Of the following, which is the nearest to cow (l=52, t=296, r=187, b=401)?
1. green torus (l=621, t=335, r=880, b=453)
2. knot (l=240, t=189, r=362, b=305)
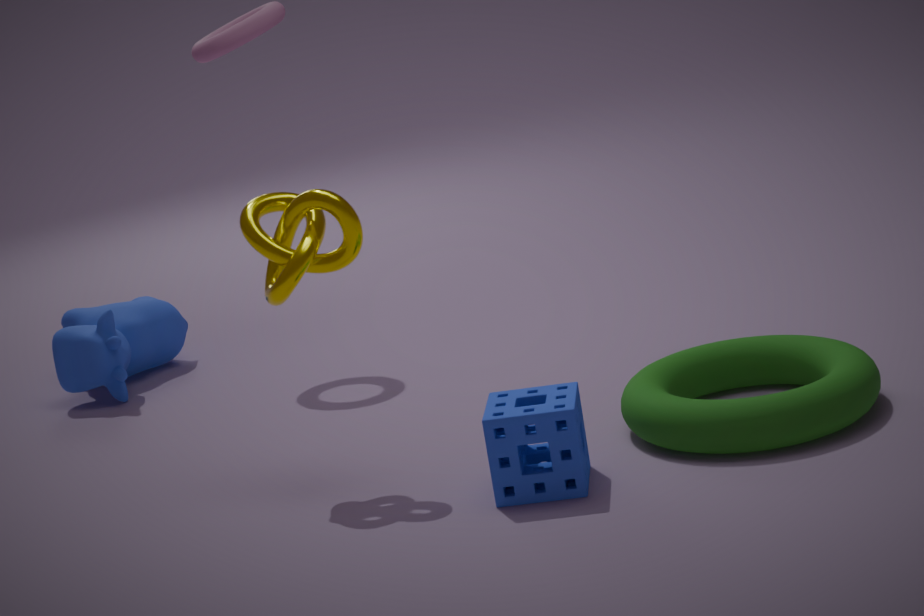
knot (l=240, t=189, r=362, b=305)
